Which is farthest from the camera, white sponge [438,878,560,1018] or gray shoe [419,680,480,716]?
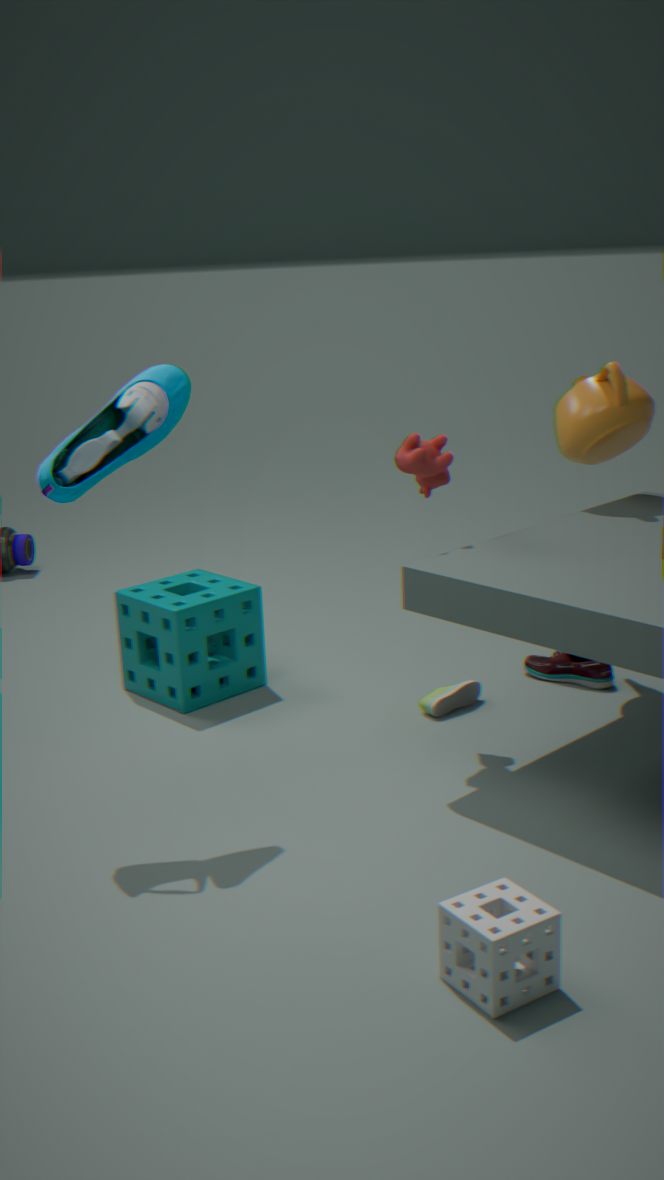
gray shoe [419,680,480,716]
